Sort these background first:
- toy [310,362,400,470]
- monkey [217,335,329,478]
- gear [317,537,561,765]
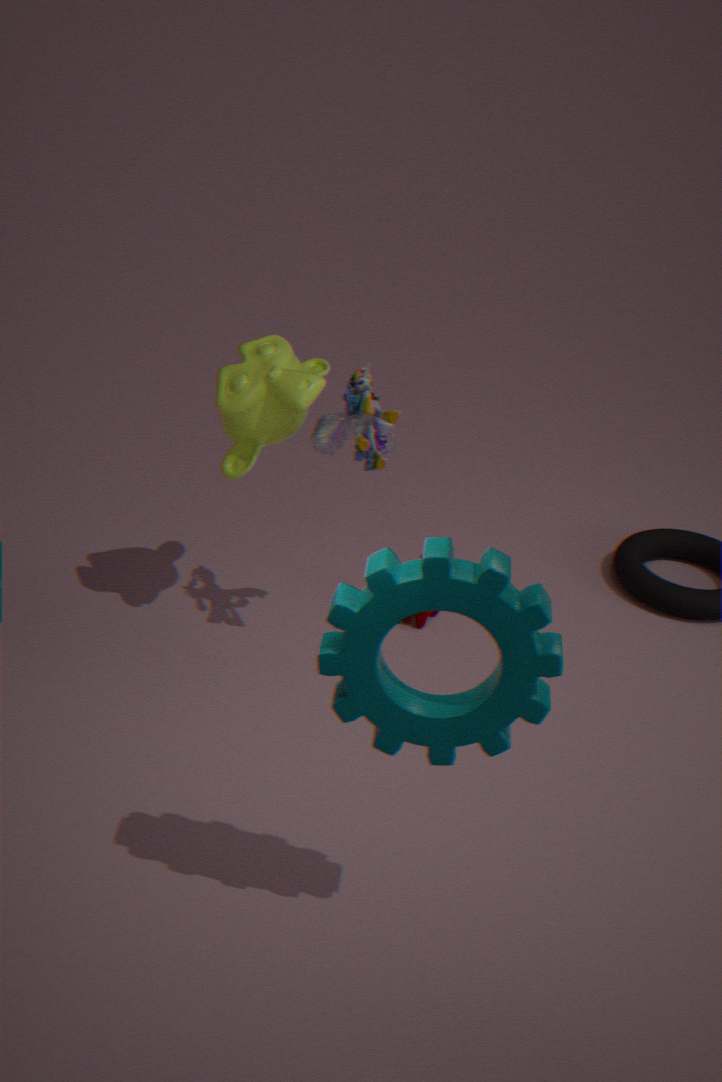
toy [310,362,400,470] < monkey [217,335,329,478] < gear [317,537,561,765]
